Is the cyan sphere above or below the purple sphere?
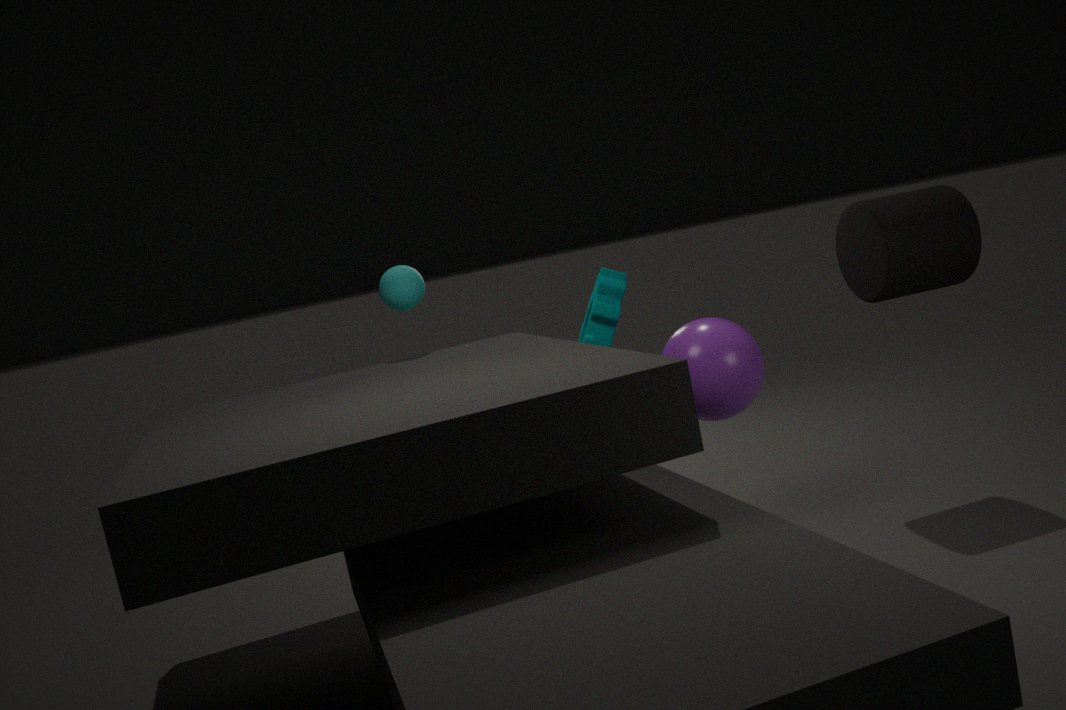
above
